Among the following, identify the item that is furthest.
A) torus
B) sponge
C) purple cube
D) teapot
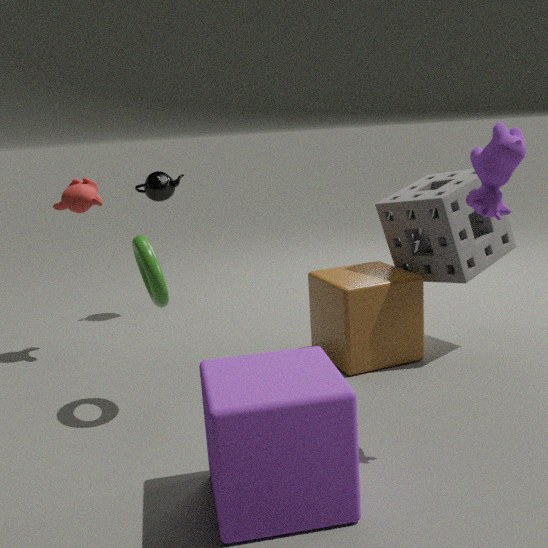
teapot
